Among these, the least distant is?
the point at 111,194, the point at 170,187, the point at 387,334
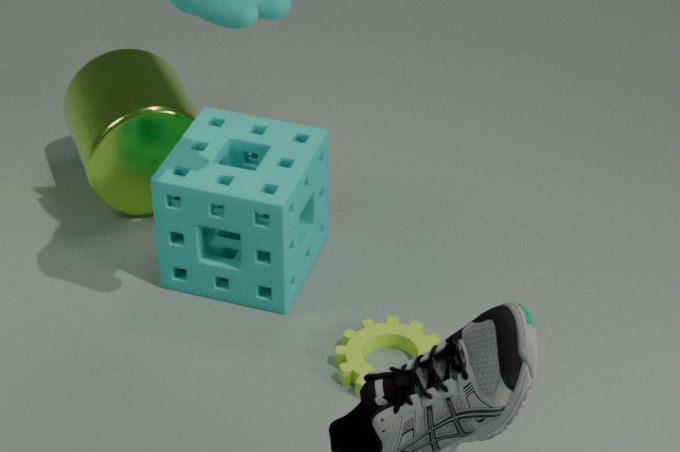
the point at 170,187
